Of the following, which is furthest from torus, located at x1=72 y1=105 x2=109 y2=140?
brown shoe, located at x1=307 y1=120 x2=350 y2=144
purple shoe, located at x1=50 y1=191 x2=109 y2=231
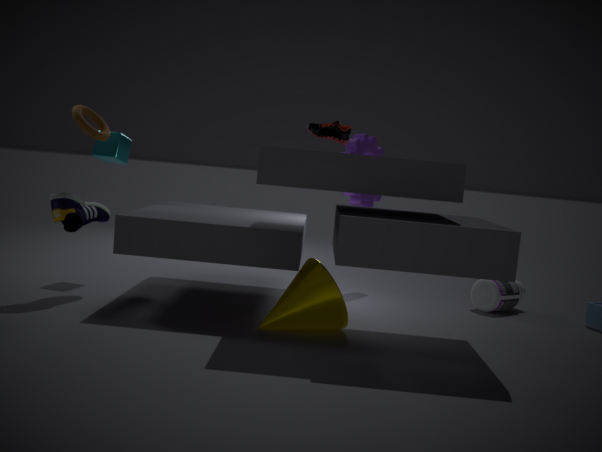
brown shoe, located at x1=307 y1=120 x2=350 y2=144
